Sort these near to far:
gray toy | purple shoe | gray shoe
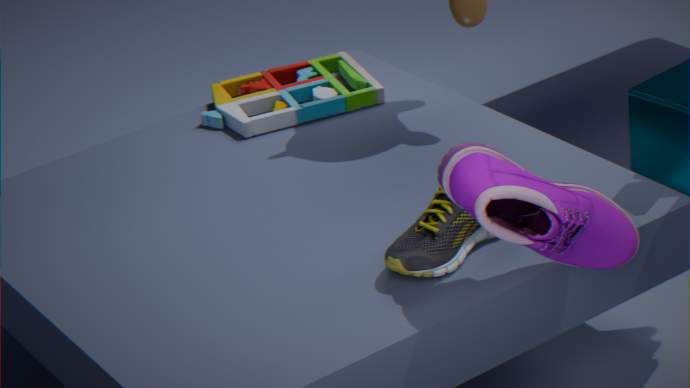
purple shoe < gray shoe < gray toy
